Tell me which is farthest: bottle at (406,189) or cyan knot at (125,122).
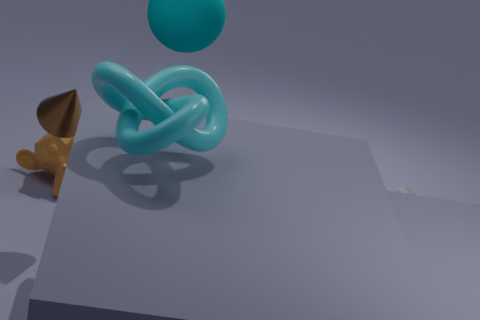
bottle at (406,189)
